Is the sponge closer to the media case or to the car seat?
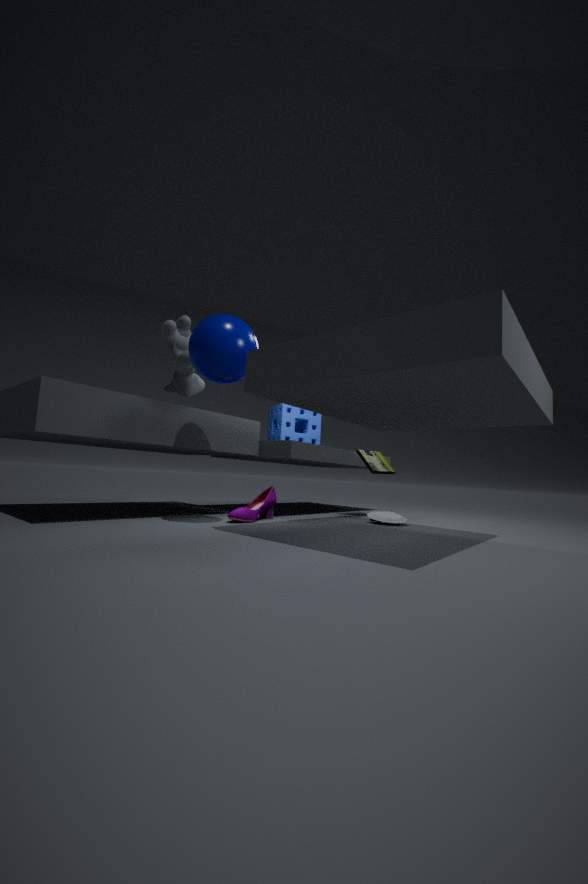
the media case
